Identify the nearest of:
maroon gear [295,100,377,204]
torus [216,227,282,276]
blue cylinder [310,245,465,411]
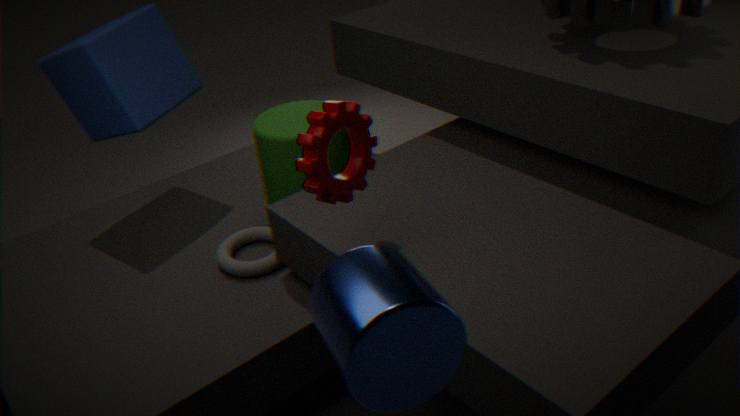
blue cylinder [310,245,465,411]
